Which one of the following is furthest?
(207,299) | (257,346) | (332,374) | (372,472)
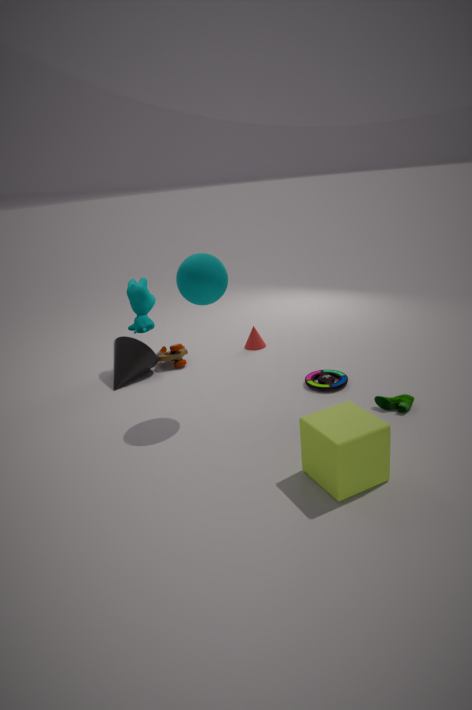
(257,346)
